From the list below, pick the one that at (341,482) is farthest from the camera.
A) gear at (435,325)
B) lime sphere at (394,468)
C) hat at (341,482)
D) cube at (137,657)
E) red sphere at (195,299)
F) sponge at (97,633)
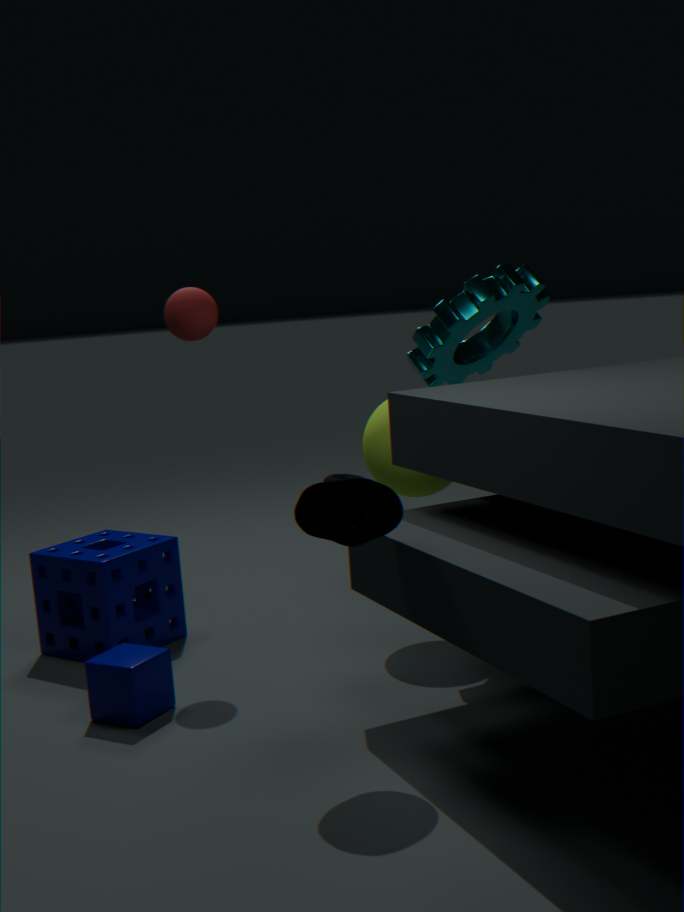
gear at (435,325)
